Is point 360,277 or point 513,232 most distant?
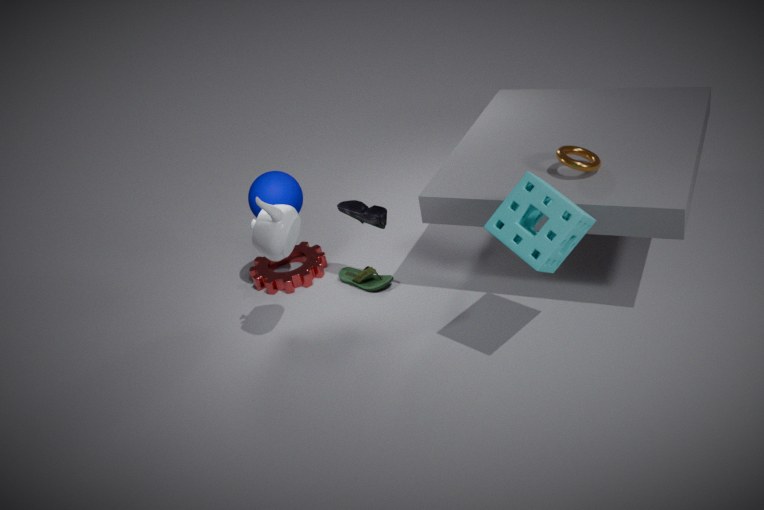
point 360,277
